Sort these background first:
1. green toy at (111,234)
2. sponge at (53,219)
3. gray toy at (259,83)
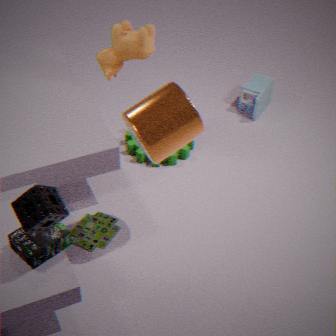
gray toy at (259,83), green toy at (111,234), sponge at (53,219)
